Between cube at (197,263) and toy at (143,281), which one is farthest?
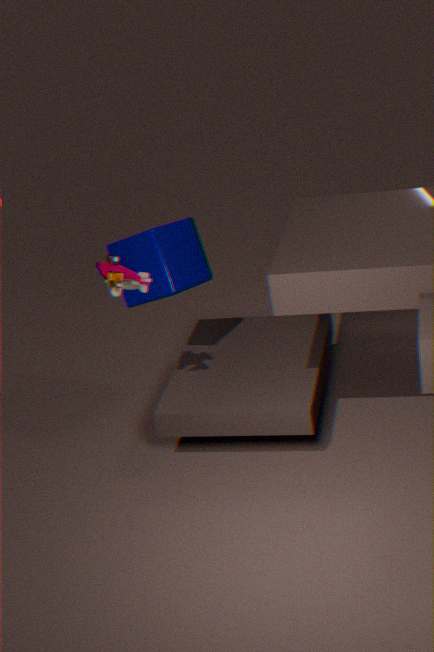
cube at (197,263)
